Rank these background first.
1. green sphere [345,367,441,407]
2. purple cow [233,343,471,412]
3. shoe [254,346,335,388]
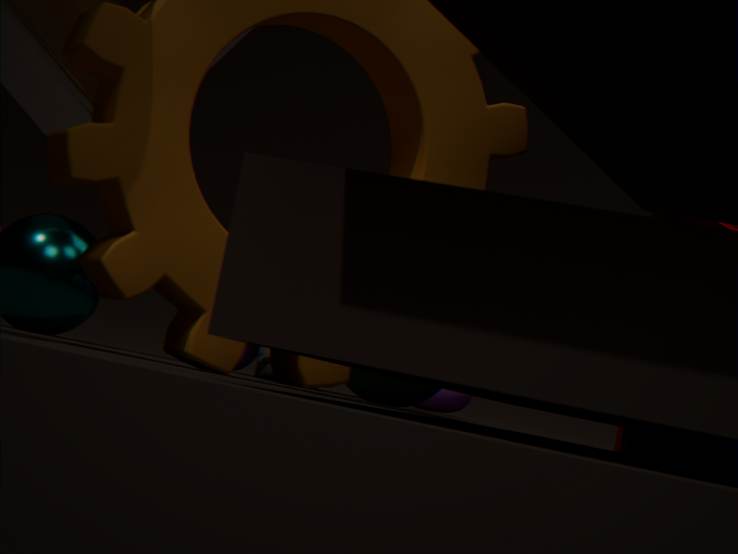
purple cow [233,343,471,412] → shoe [254,346,335,388] → green sphere [345,367,441,407]
